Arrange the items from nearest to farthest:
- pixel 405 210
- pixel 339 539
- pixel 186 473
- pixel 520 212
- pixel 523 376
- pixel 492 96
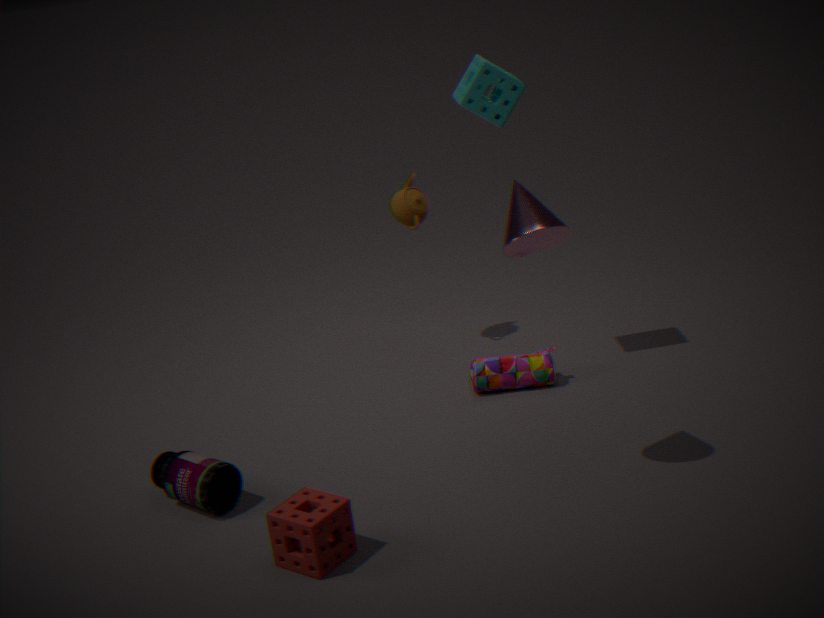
pixel 339 539
pixel 520 212
pixel 186 473
pixel 492 96
pixel 523 376
pixel 405 210
